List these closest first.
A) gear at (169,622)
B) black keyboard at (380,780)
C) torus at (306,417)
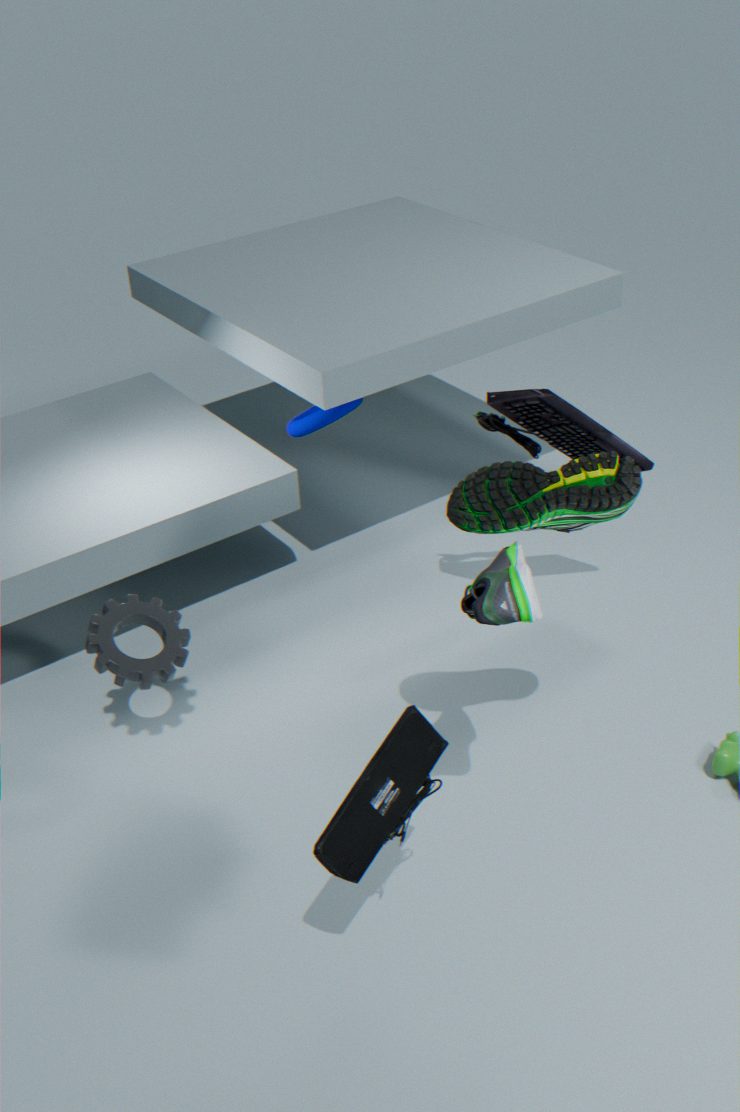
black keyboard at (380,780) < gear at (169,622) < torus at (306,417)
